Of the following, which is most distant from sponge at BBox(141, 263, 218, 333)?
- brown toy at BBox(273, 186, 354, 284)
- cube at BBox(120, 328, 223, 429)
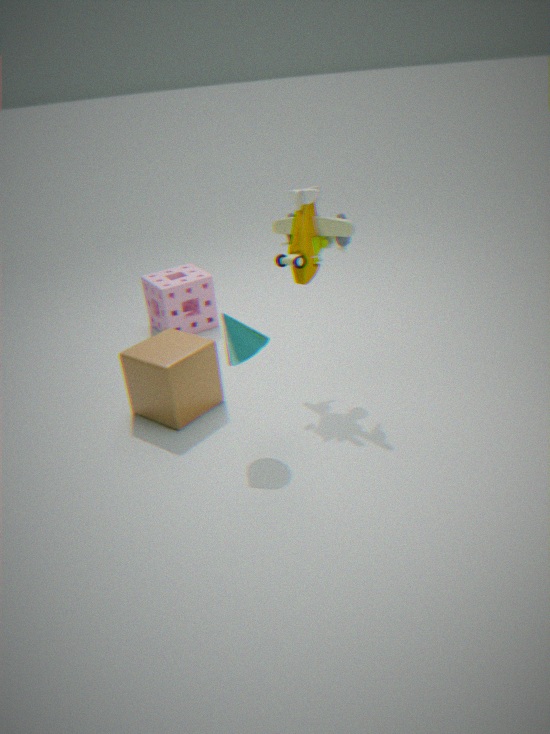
brown toy at BBox(273, 186, 354, 284)
